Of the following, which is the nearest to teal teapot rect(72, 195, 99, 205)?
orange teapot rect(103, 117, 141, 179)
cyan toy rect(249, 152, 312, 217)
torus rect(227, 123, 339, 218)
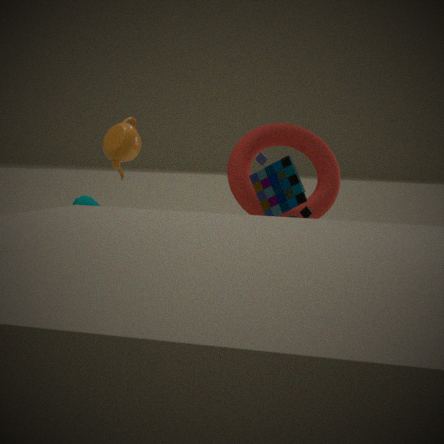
orange teapot rect(103, 117, 141, 179)
